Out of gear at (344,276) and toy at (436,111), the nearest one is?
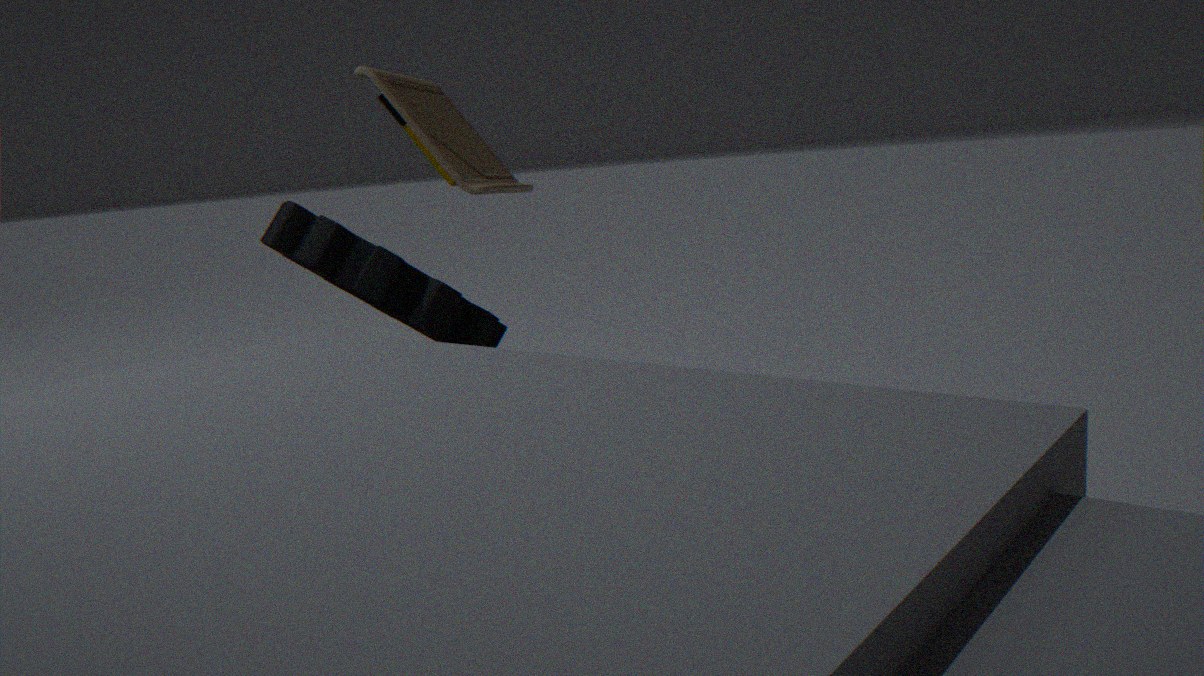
gear at (344,276)
